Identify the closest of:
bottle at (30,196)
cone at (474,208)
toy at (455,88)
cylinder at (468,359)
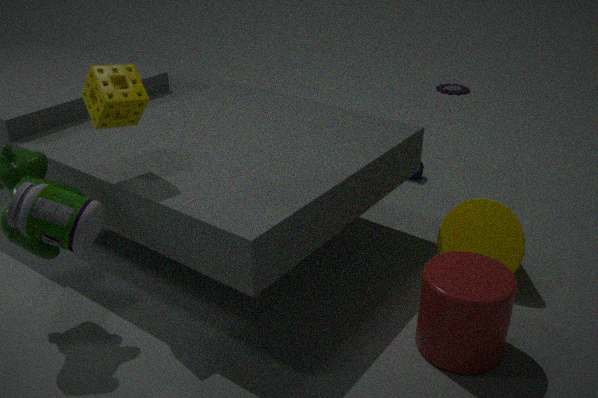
bottle at (30,196)
